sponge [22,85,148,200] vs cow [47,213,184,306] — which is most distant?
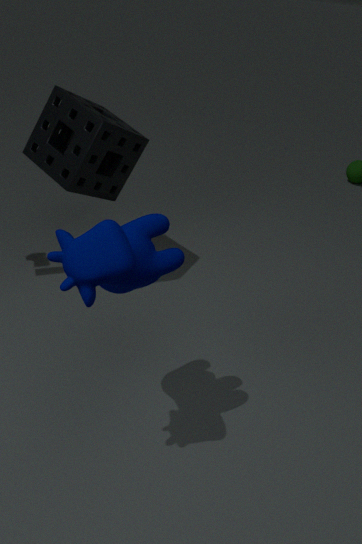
sponge [22,85,148,200]
